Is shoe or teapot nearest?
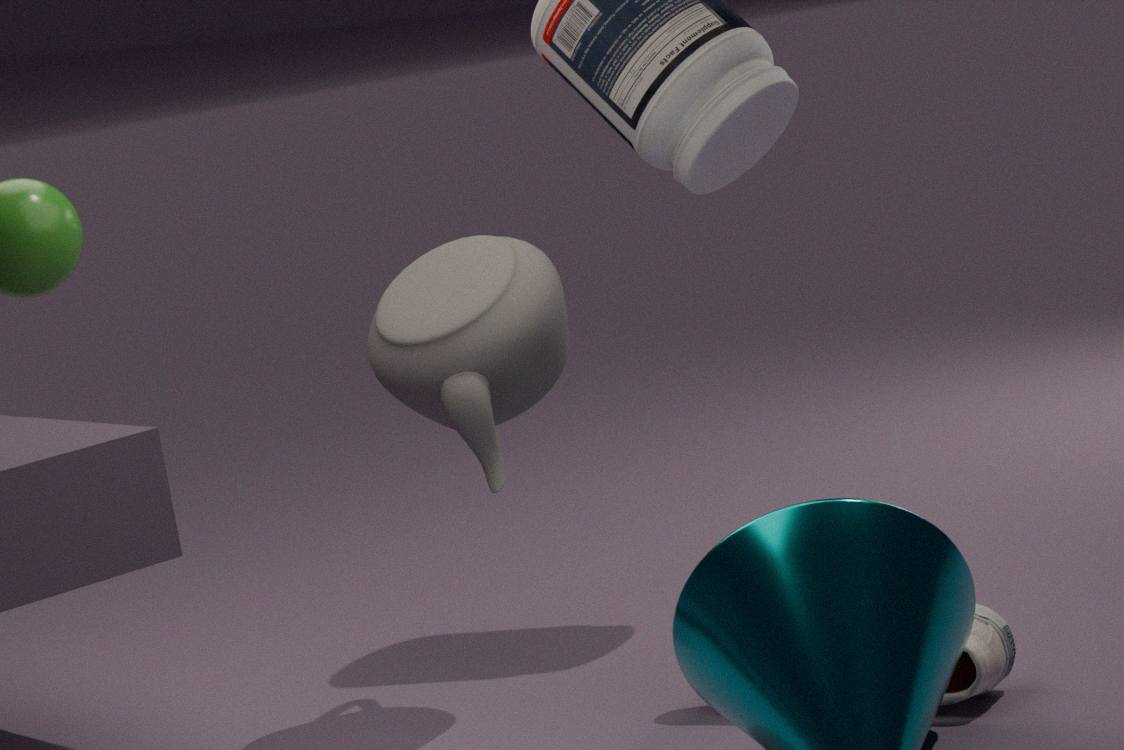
shoe
